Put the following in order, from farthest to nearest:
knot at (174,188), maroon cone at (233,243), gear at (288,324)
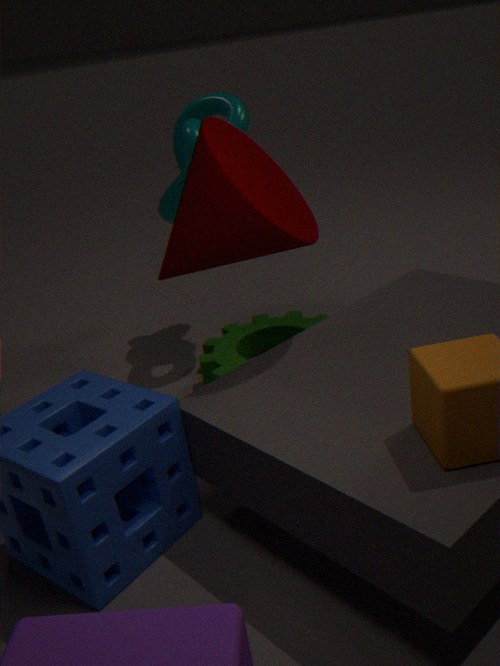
gear at (288,324) < knot at (174,188) < maroon cone at (233,243)
